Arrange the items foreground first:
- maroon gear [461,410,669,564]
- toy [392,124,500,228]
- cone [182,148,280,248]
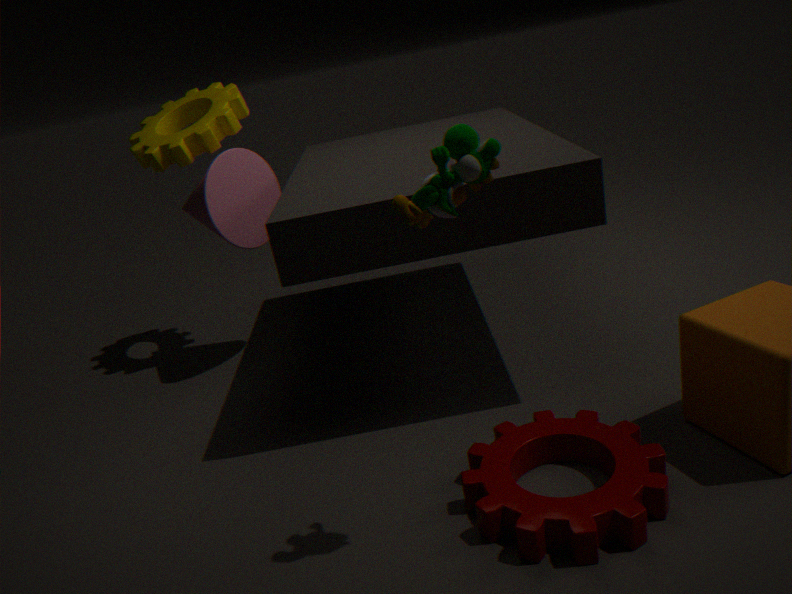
1. toy [392,124,500,228]
2. maroon gear [461,410,669,564]
3. cone [182,148,280,248]
